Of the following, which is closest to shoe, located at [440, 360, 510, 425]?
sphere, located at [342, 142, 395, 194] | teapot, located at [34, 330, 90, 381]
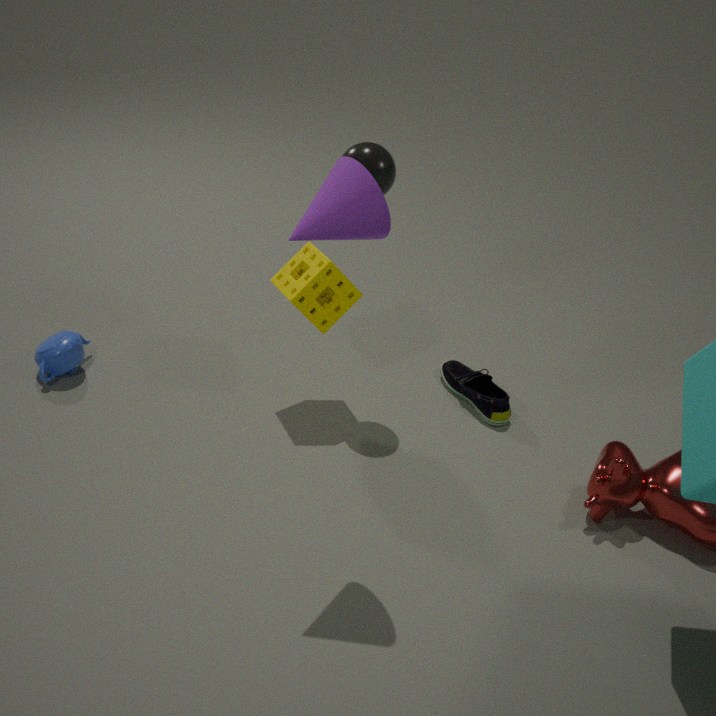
sphere, located at [342, 142, 395, 194]
